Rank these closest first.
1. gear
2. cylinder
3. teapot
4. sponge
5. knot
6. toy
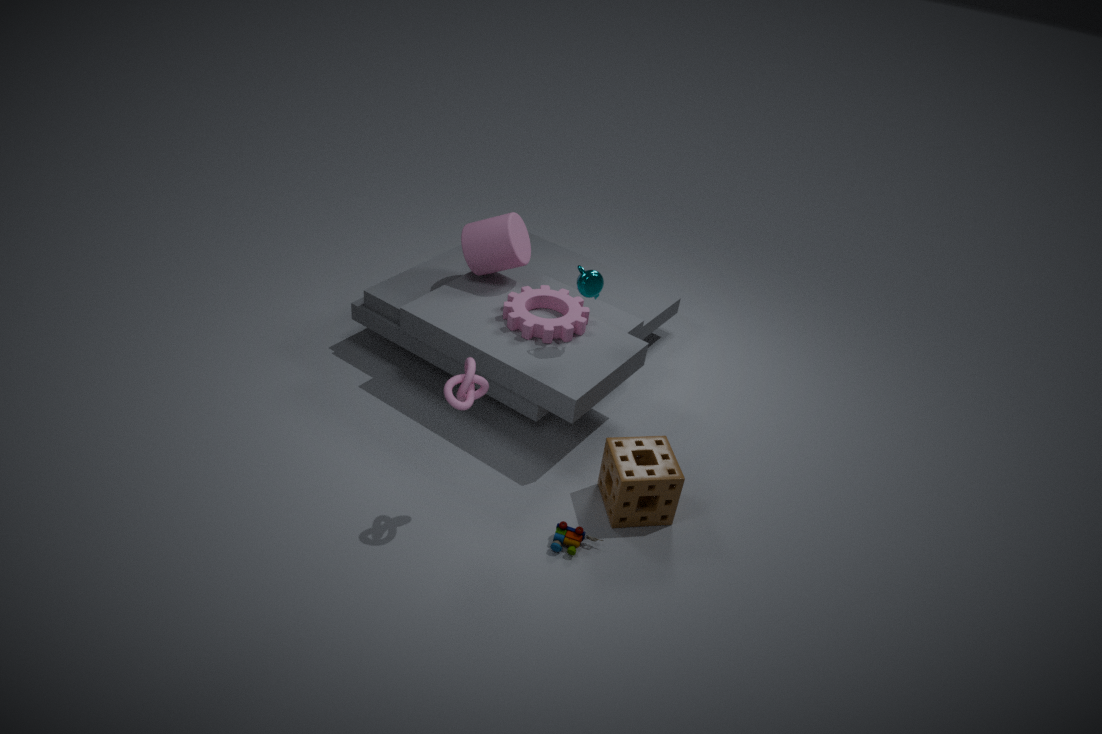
knot
toy
sponge
teapot
gear
cylinder
